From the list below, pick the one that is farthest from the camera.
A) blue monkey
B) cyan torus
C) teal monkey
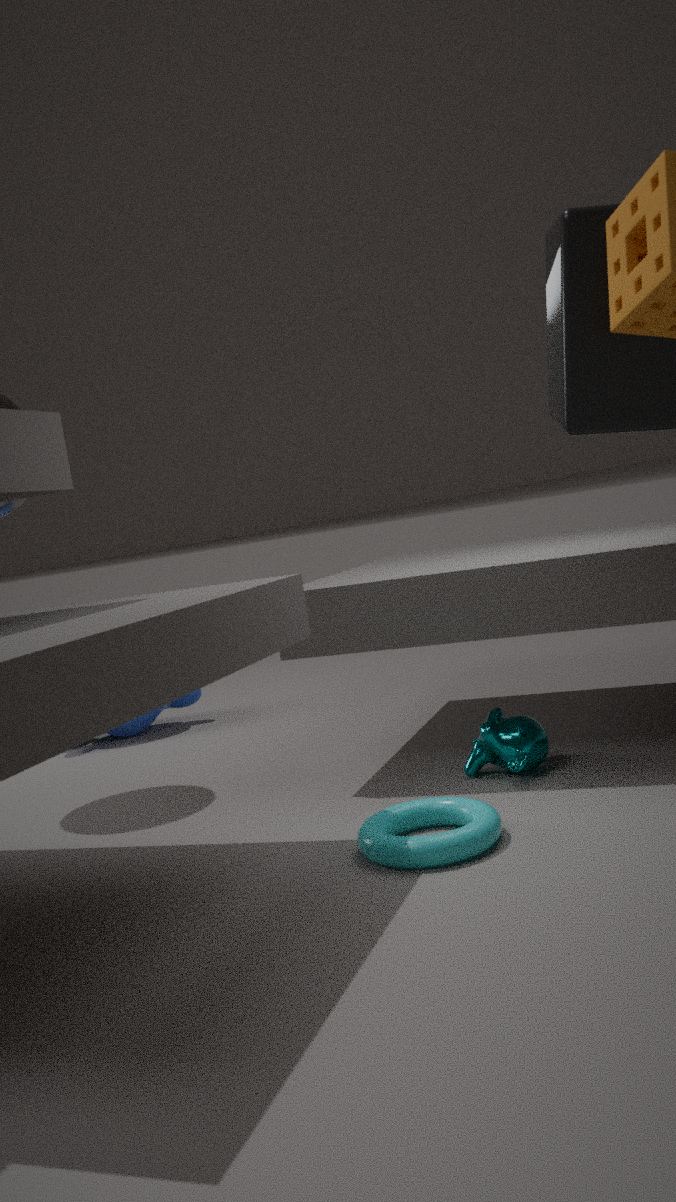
blue monkey
